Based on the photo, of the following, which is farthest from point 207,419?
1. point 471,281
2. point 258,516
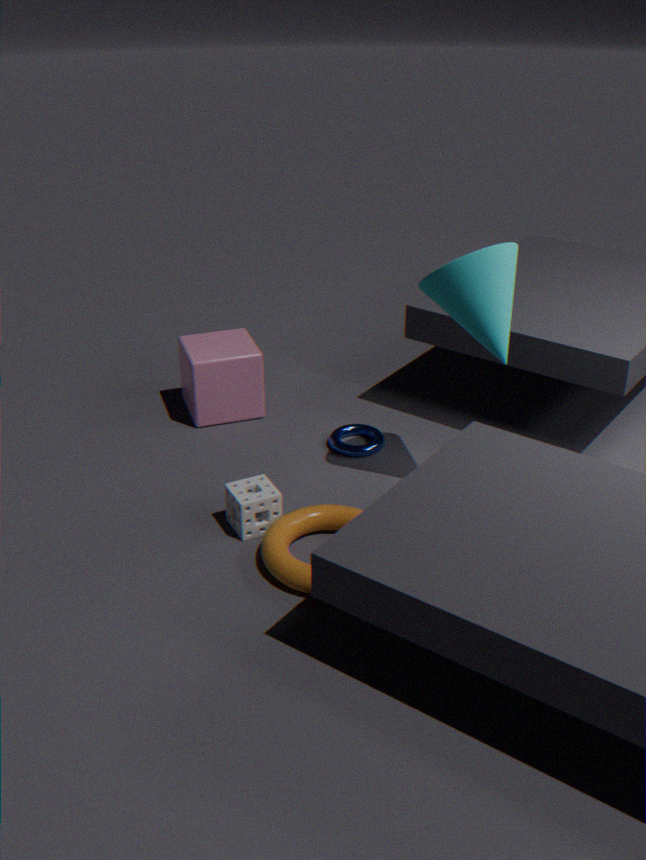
point 471,281
